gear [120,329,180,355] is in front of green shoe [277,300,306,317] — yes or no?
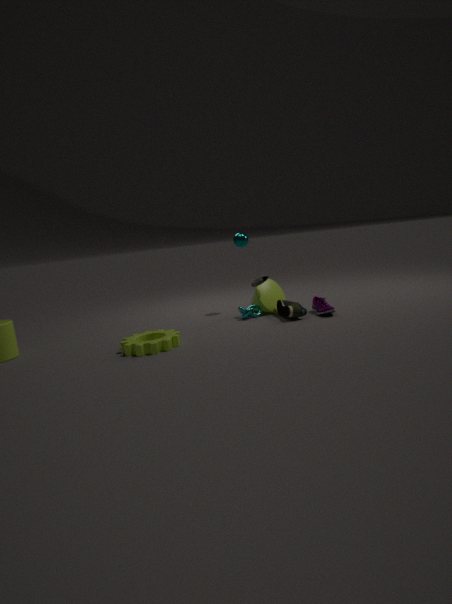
Yes
